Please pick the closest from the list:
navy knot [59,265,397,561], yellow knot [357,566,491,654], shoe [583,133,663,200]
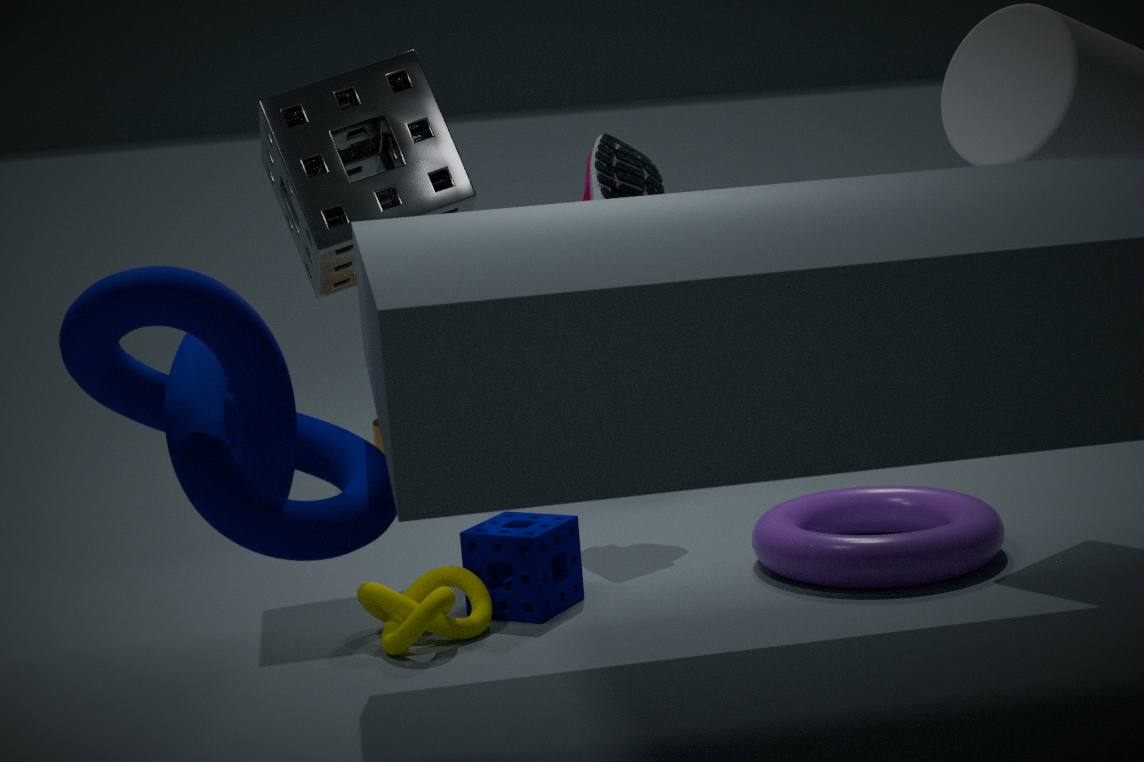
navy knot [59,265,397,561]
